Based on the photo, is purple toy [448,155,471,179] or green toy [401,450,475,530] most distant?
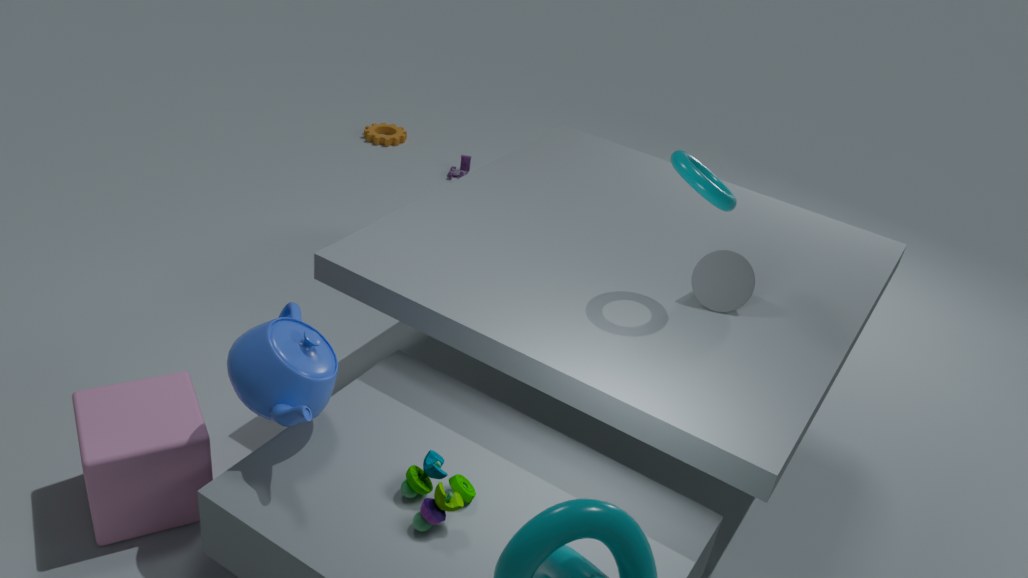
purple toy [448,155,471,179]
